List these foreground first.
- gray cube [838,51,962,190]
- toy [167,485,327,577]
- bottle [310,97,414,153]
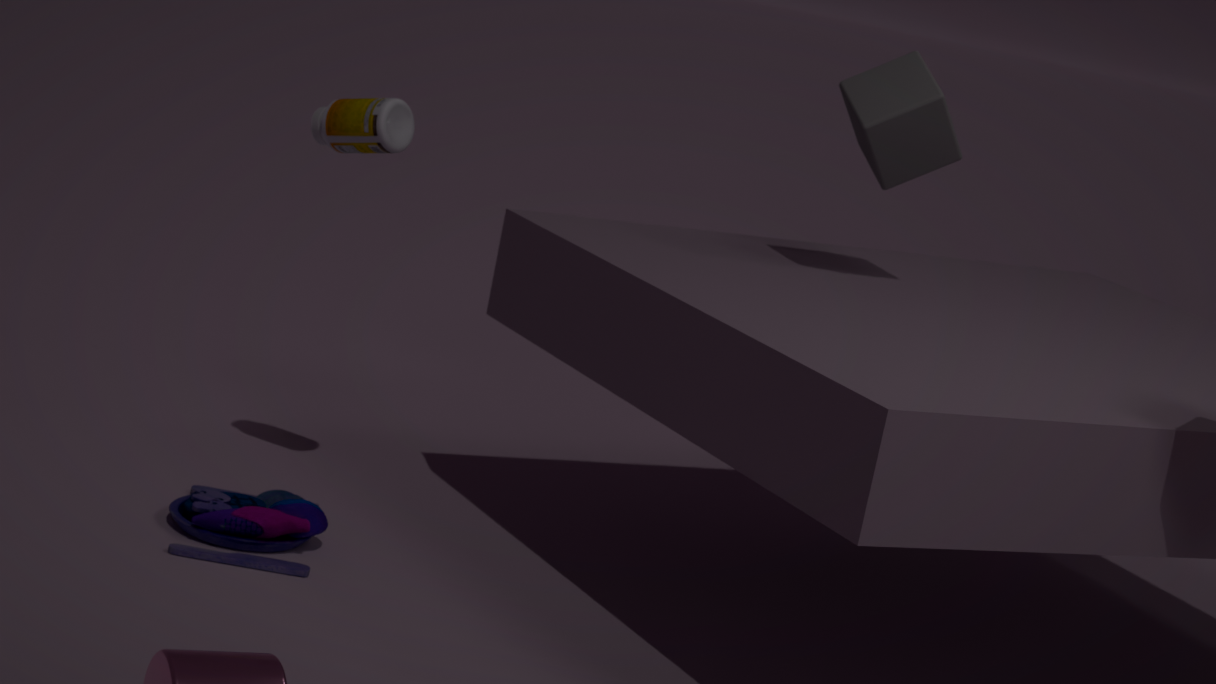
toy [167,485,327,577] < bottle [310,97,414,153] < gray cube [838,51,962,190]
